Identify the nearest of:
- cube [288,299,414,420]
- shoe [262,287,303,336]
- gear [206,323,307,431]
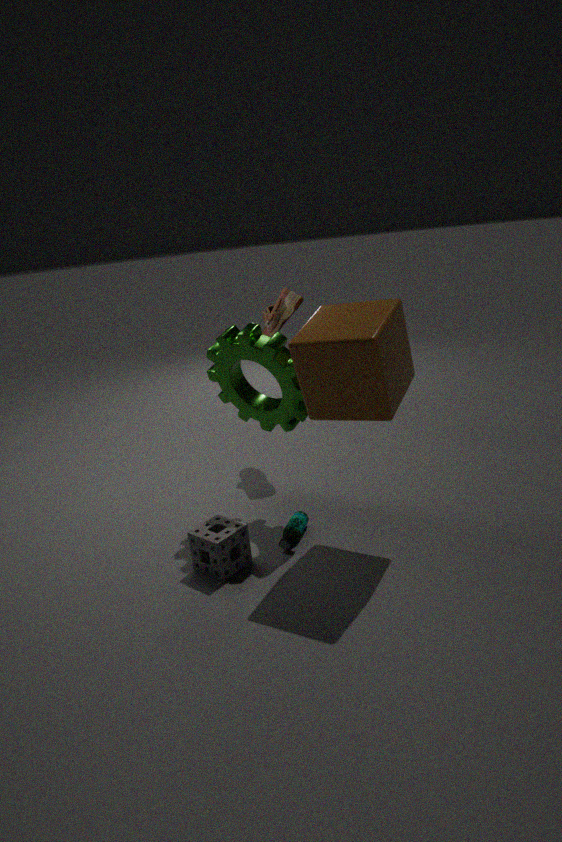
cube [288,299,414,420]
